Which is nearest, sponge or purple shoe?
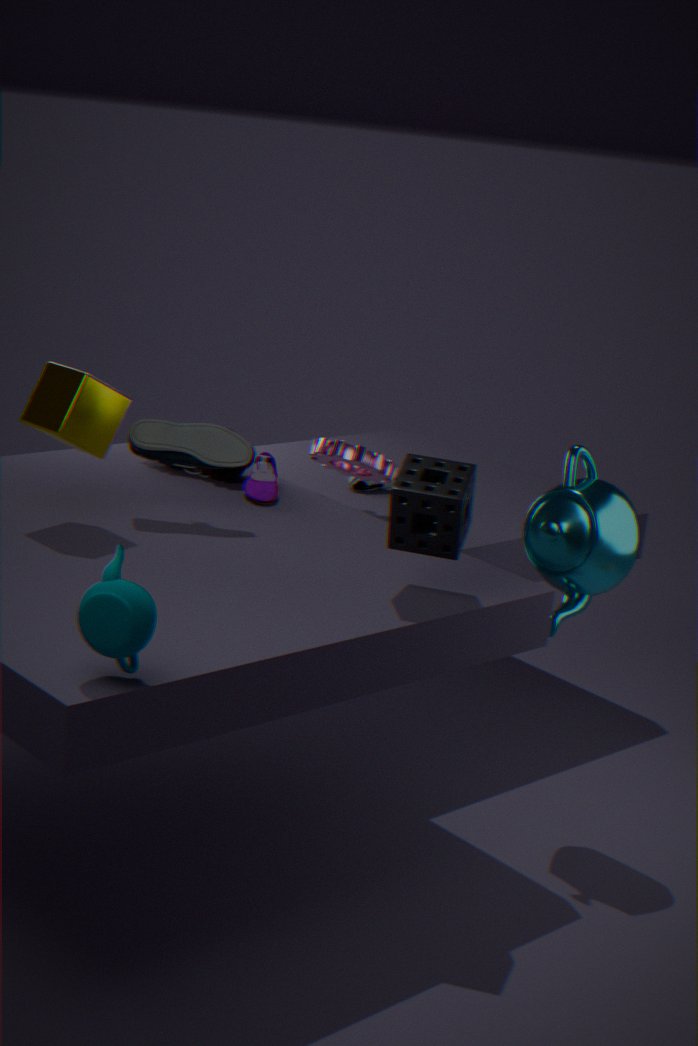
sponge
